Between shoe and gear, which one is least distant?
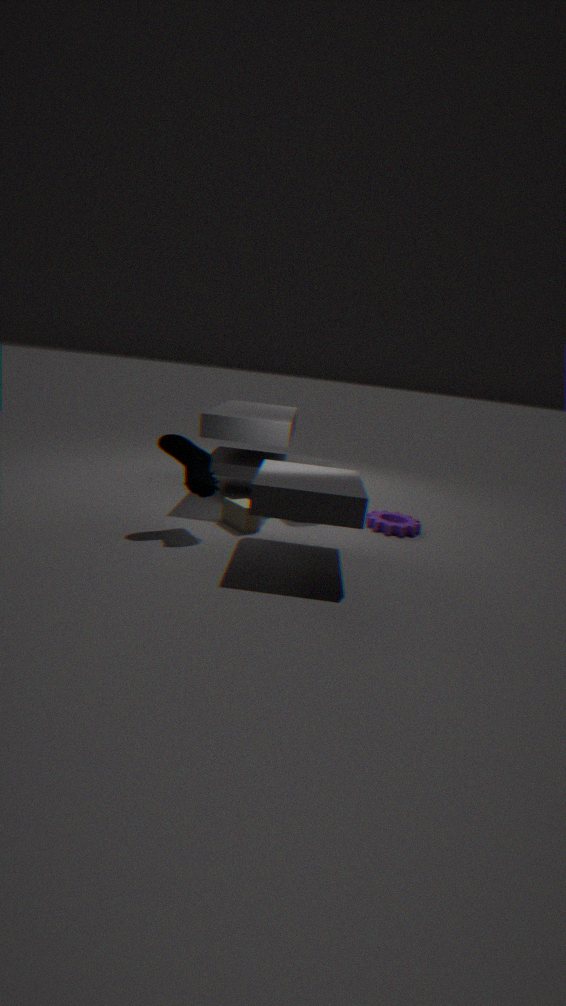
shoe
